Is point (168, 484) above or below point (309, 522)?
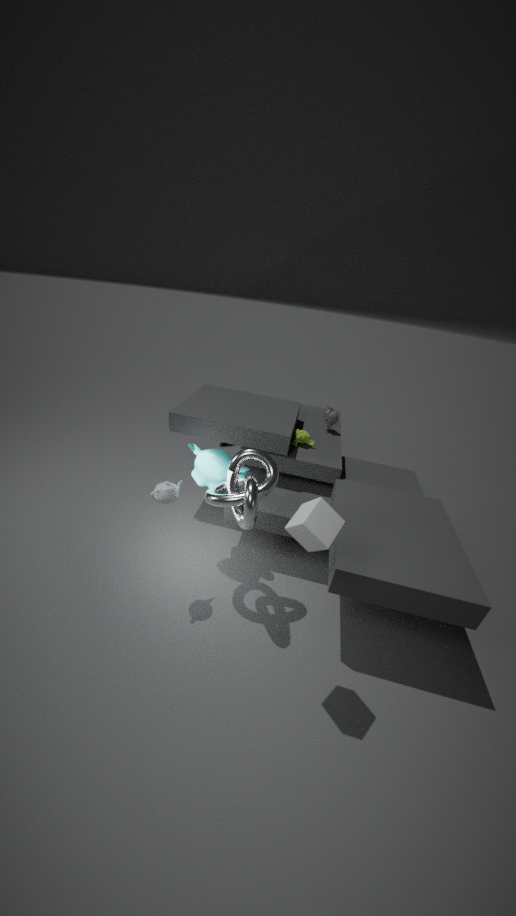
below
